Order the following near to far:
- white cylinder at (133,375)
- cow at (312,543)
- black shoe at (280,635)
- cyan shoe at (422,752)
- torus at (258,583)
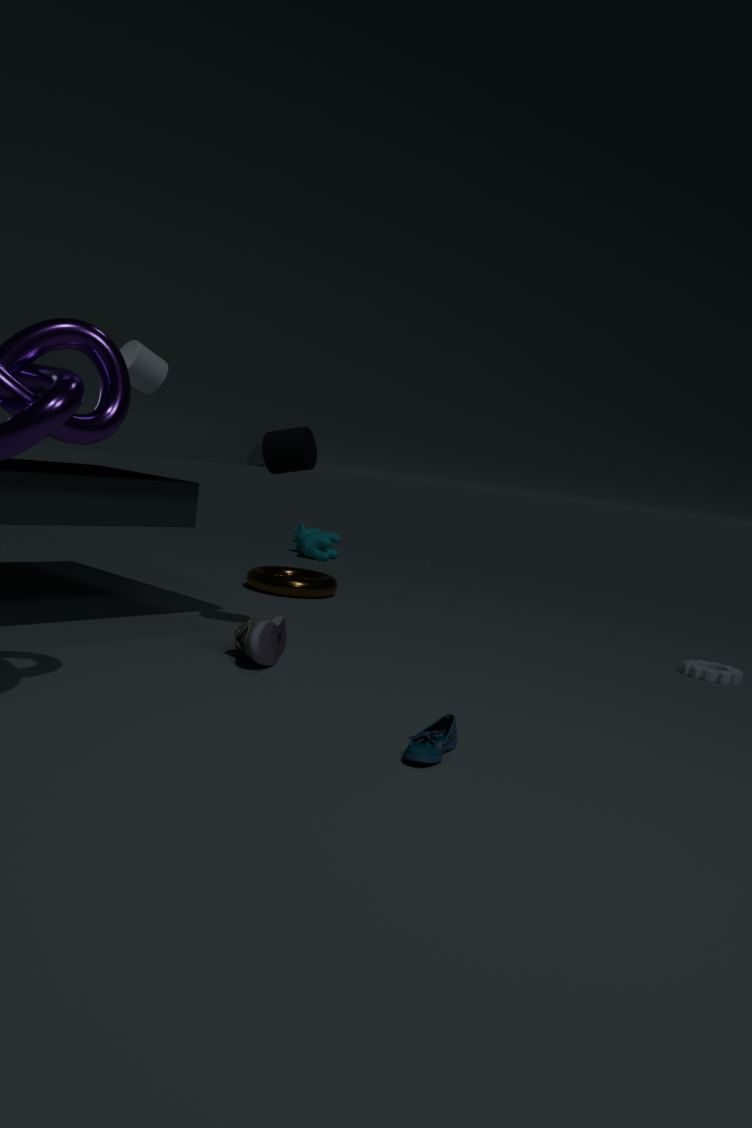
cyan shoe at (422,752)
black shoe at (280,635)
white cylinder at (133,375)
torus at (258,583)
cow at (312,543)
